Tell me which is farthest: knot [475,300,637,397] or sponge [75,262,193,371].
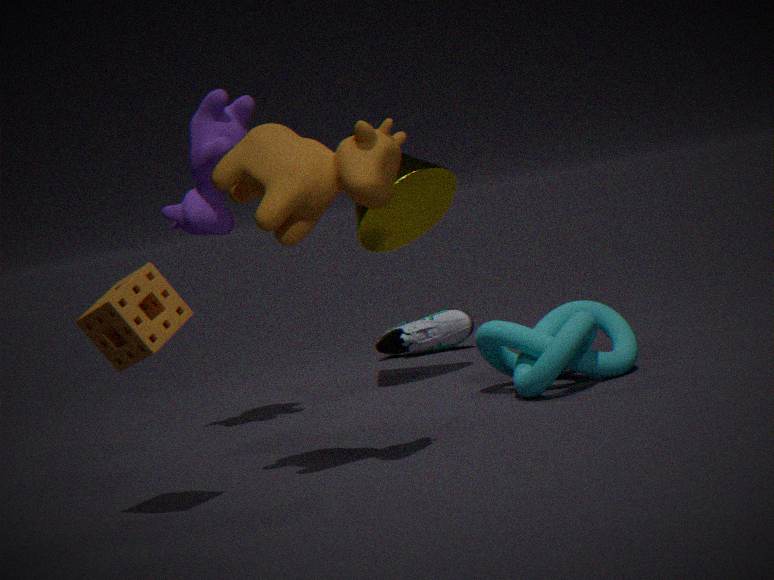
knot [475,300,637,397]
